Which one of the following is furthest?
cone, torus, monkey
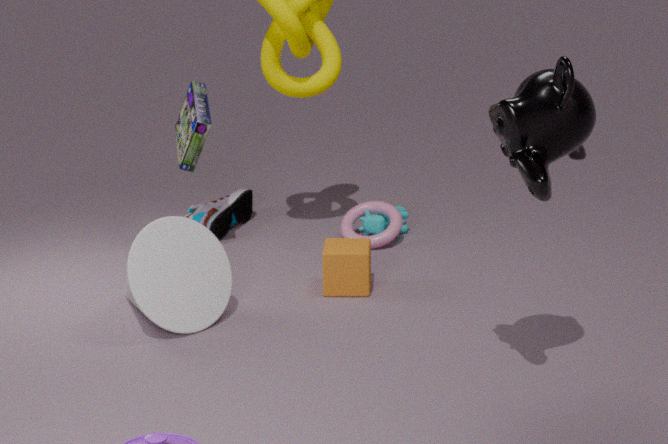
torus
